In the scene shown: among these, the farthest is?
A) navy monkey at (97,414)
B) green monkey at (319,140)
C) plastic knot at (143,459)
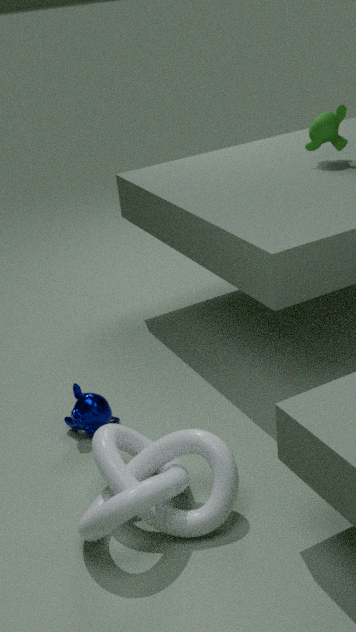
green monkey at (319,140)
